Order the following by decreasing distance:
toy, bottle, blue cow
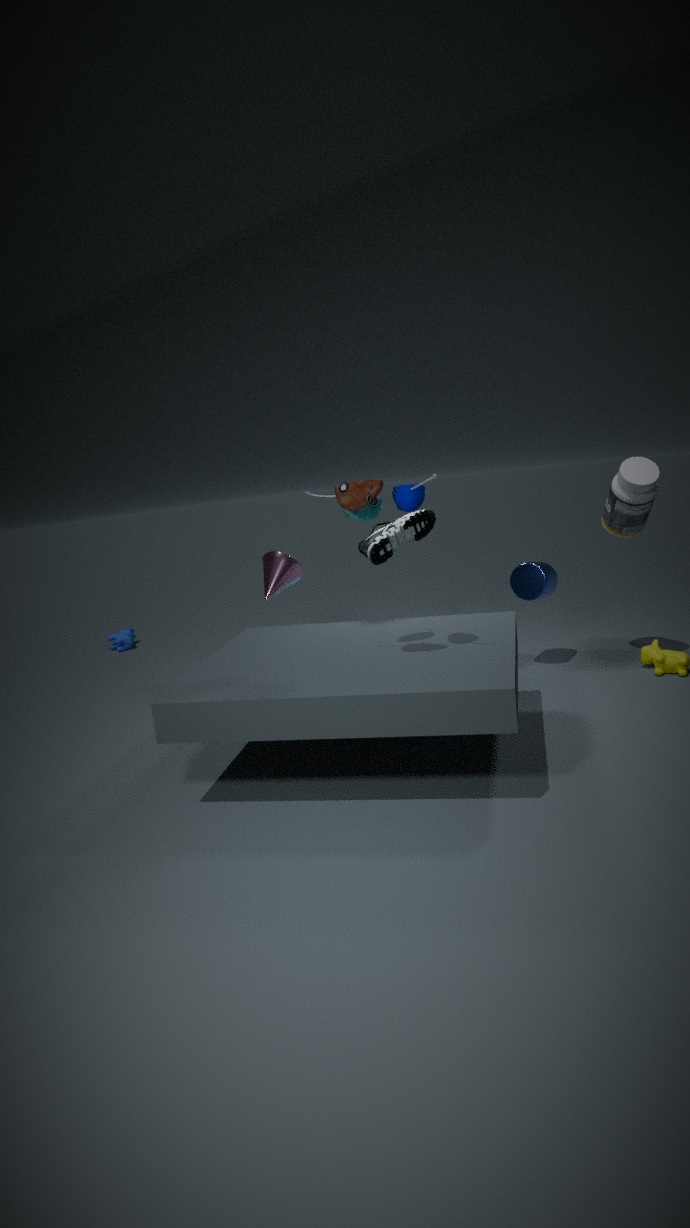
blue cow
bottle
toy
